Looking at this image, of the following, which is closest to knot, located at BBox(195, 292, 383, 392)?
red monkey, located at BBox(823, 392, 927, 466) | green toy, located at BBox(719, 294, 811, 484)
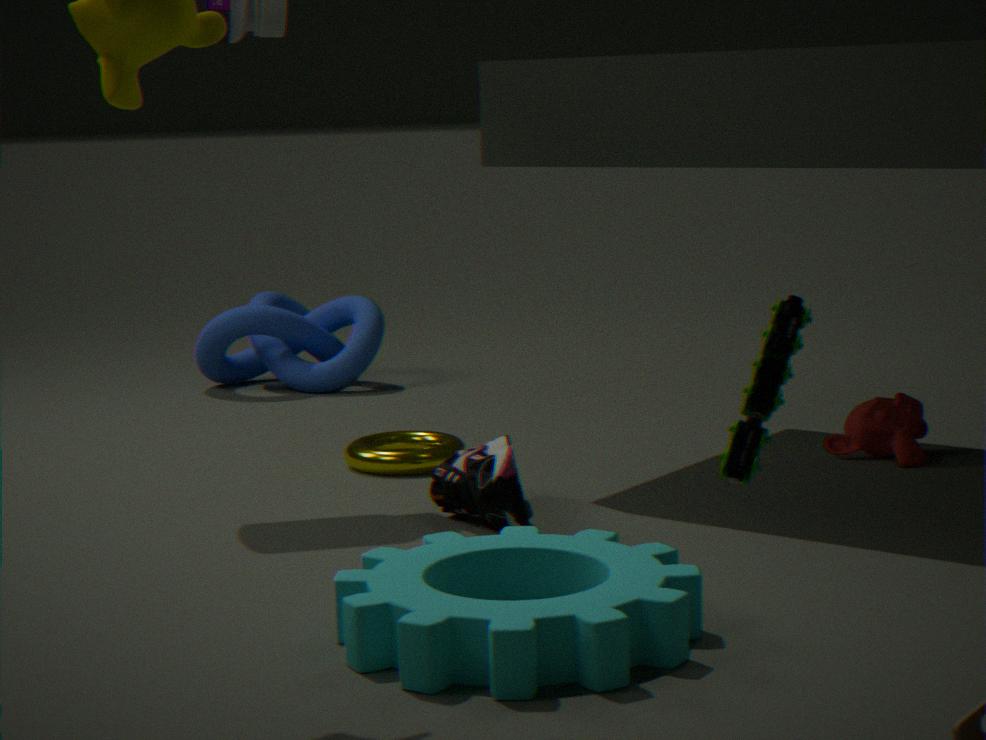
red monkey, located at BBox(823, 392, 927, 466)
